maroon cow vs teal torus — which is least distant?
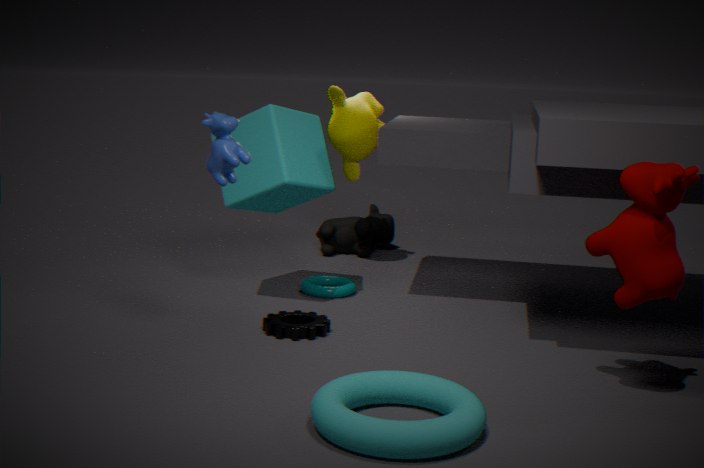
maroon cow
